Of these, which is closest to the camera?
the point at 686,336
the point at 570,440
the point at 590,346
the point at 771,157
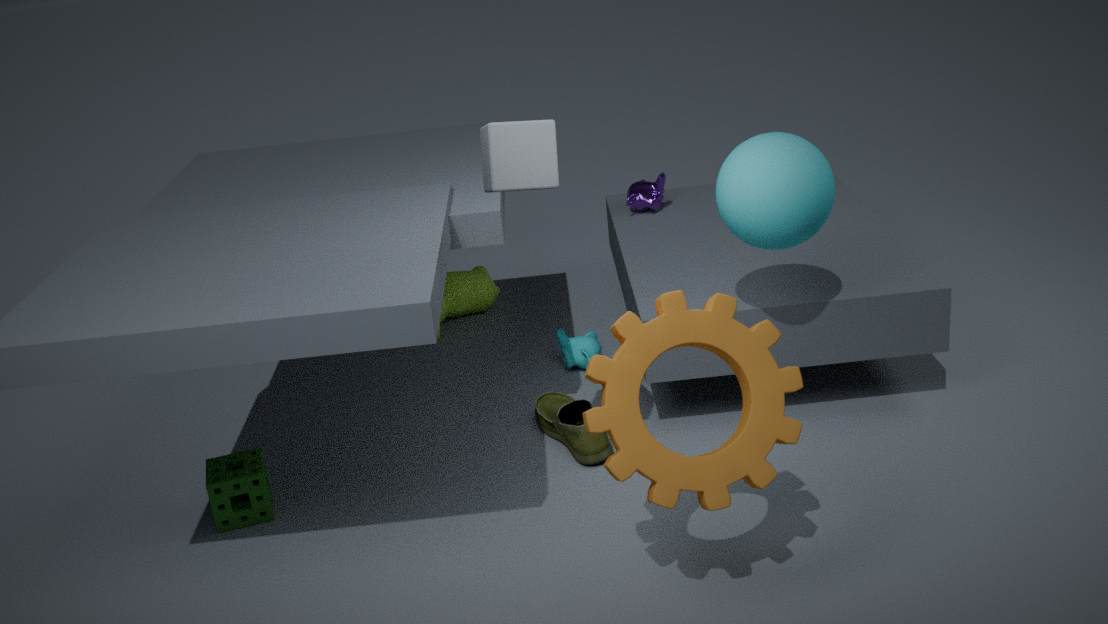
the point at 686,336
